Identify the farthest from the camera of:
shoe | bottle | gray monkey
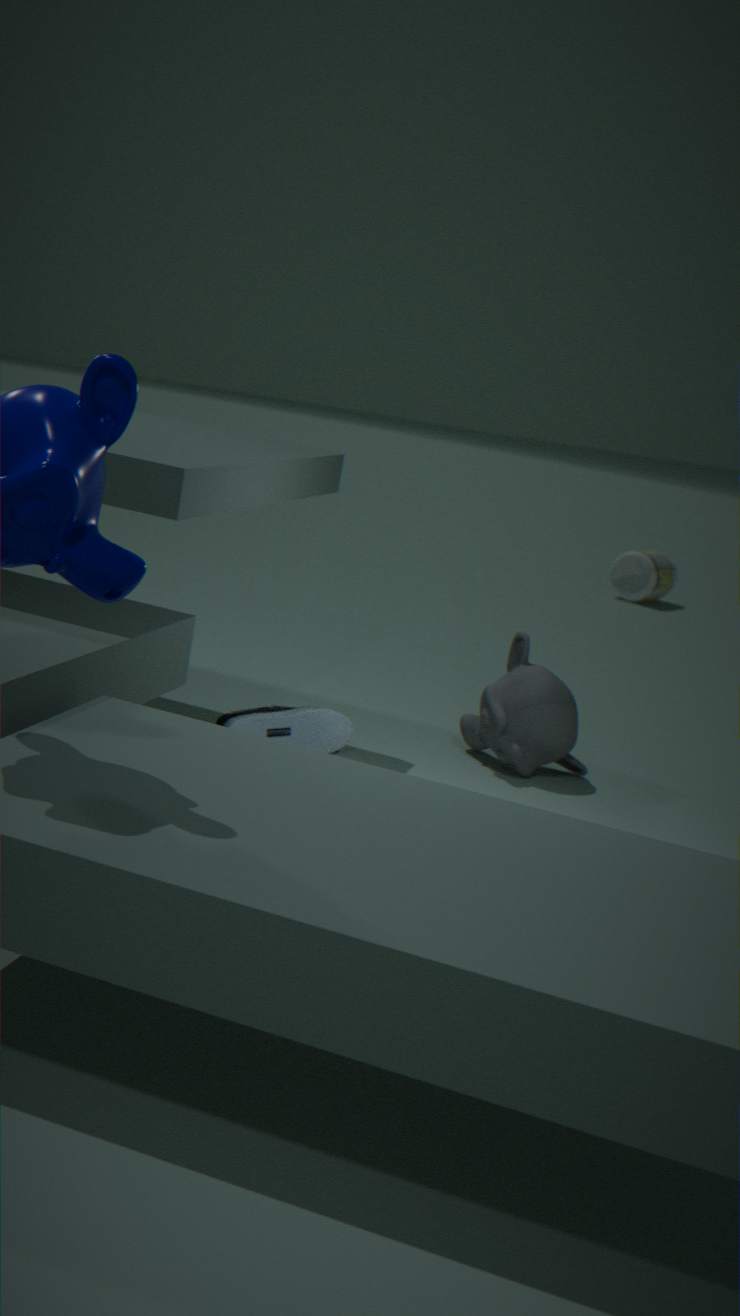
bottle
